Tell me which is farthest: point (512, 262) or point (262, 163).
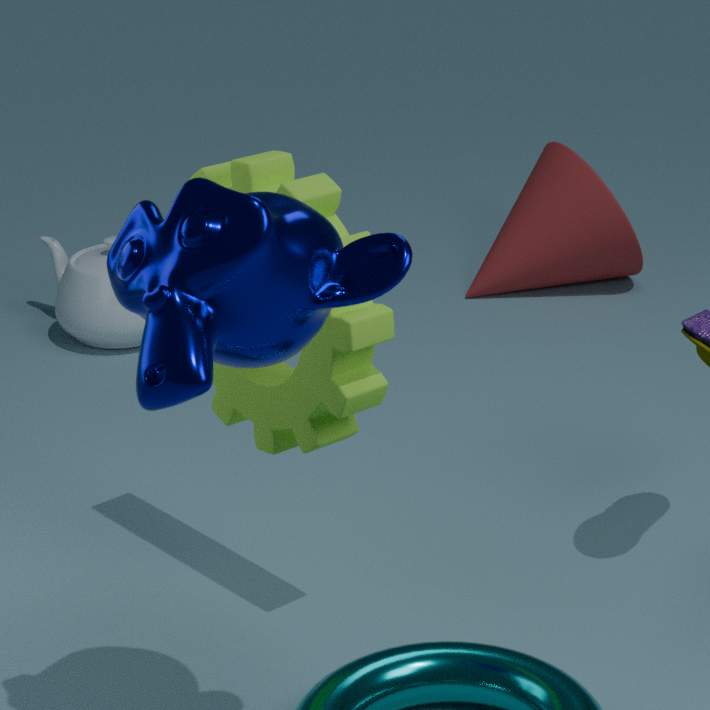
point (512, 262)
